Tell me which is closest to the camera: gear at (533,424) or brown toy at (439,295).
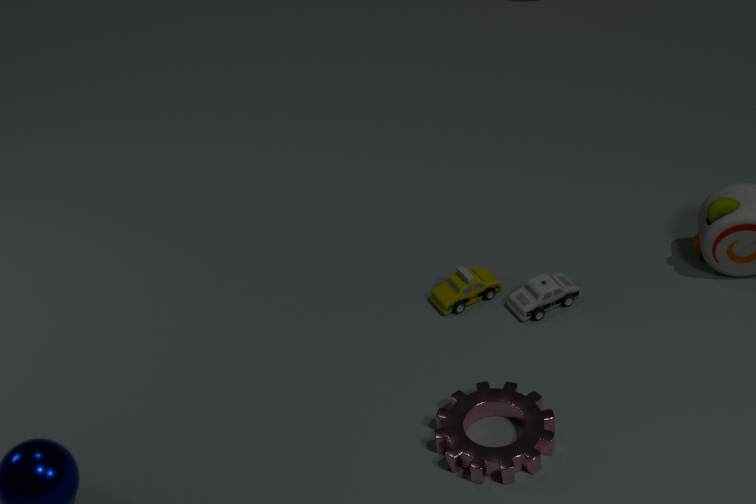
gear at (533,424)
